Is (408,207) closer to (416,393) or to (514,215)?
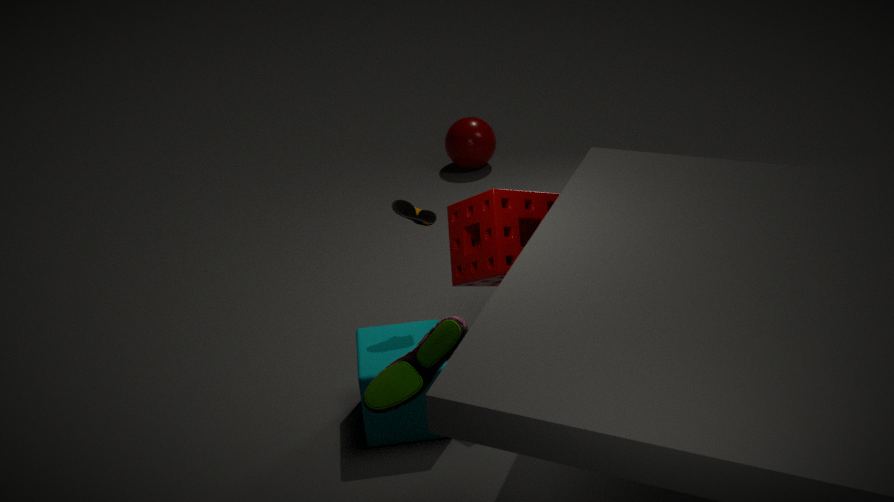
(514,215)
